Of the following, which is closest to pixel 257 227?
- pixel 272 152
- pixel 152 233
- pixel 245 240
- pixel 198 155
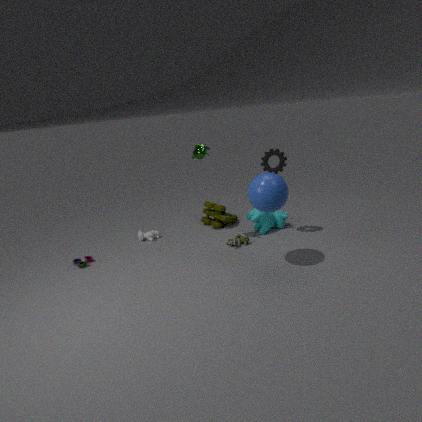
pixel 245 240
